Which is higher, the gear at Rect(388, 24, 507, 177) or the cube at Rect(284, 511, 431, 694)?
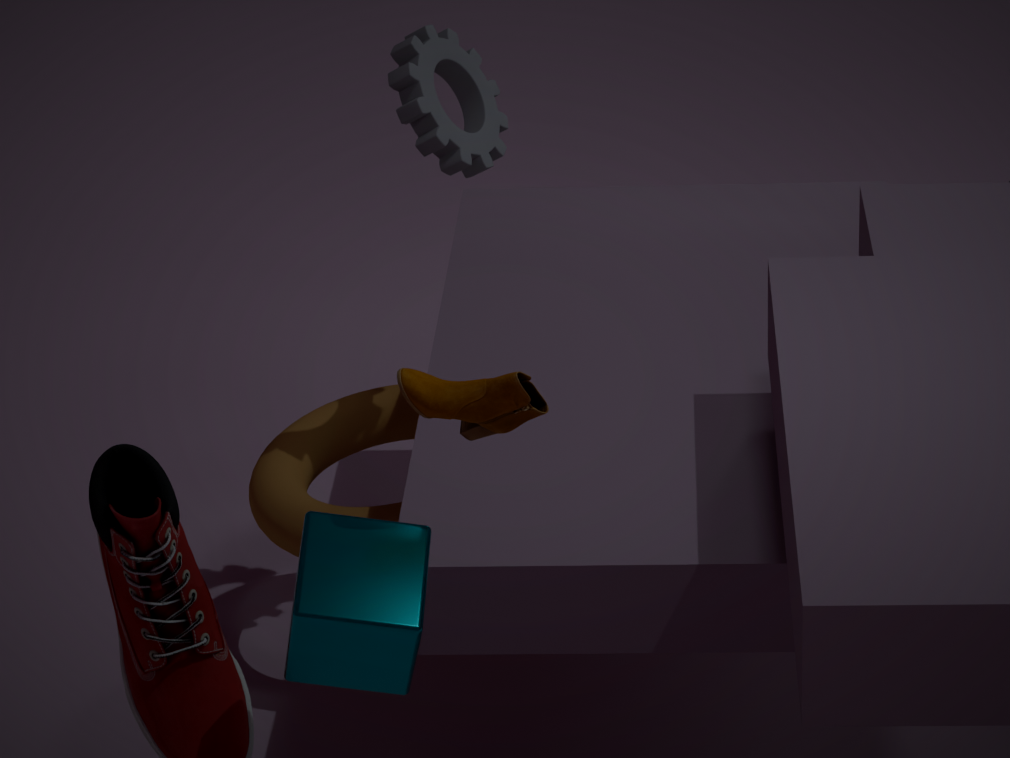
the gear at Rect(388, 24, 507, 177)
